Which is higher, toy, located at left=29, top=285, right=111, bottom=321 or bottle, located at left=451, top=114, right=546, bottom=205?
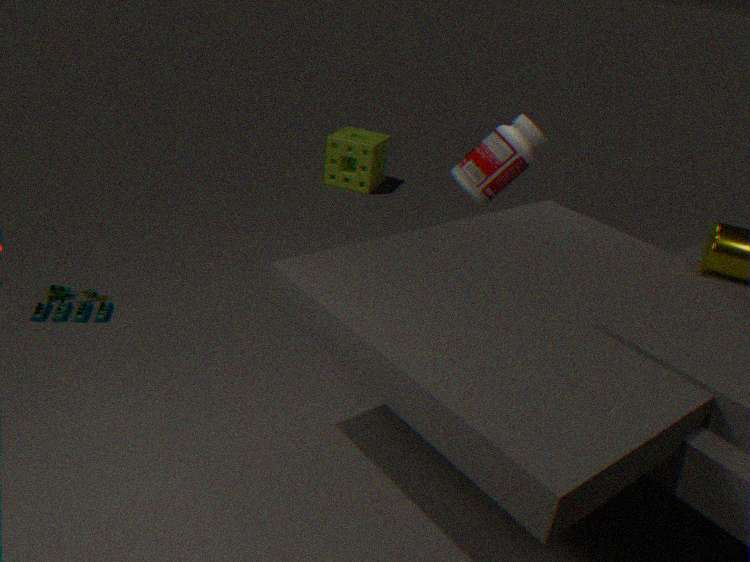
bottle, located at left=451, top=114, right=546, bottom=205
